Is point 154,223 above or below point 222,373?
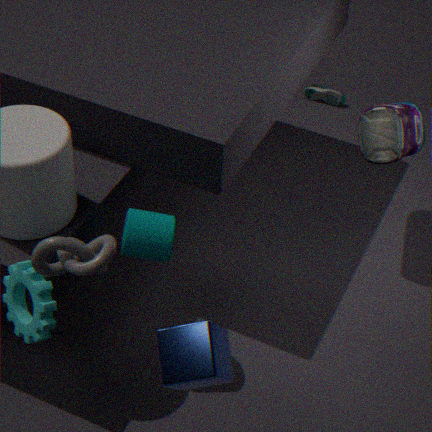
below
